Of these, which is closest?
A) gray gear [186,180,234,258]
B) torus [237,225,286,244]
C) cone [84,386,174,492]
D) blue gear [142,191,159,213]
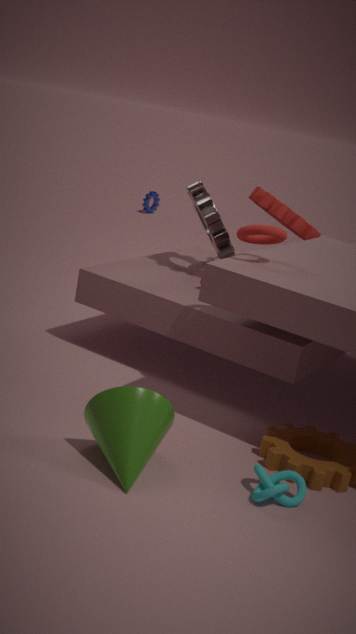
cone [84,386,174,492]
